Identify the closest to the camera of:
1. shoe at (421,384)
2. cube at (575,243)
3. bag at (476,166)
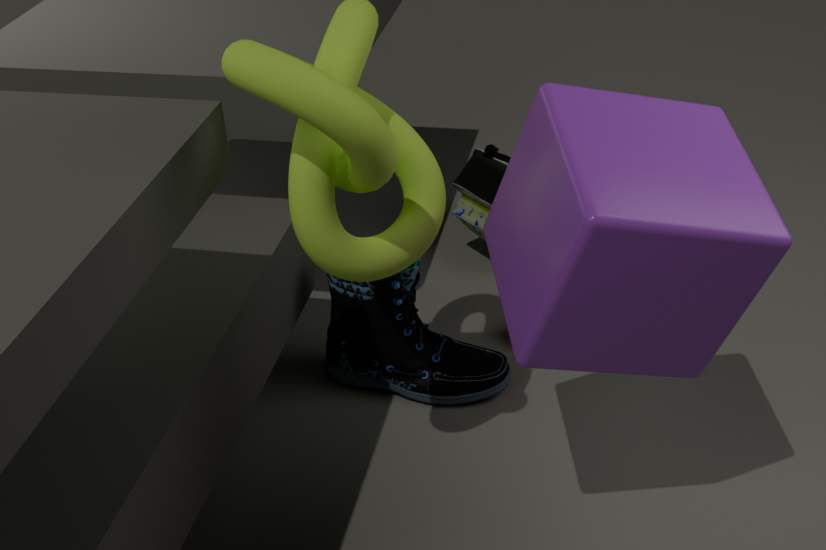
cube at (575,243)
